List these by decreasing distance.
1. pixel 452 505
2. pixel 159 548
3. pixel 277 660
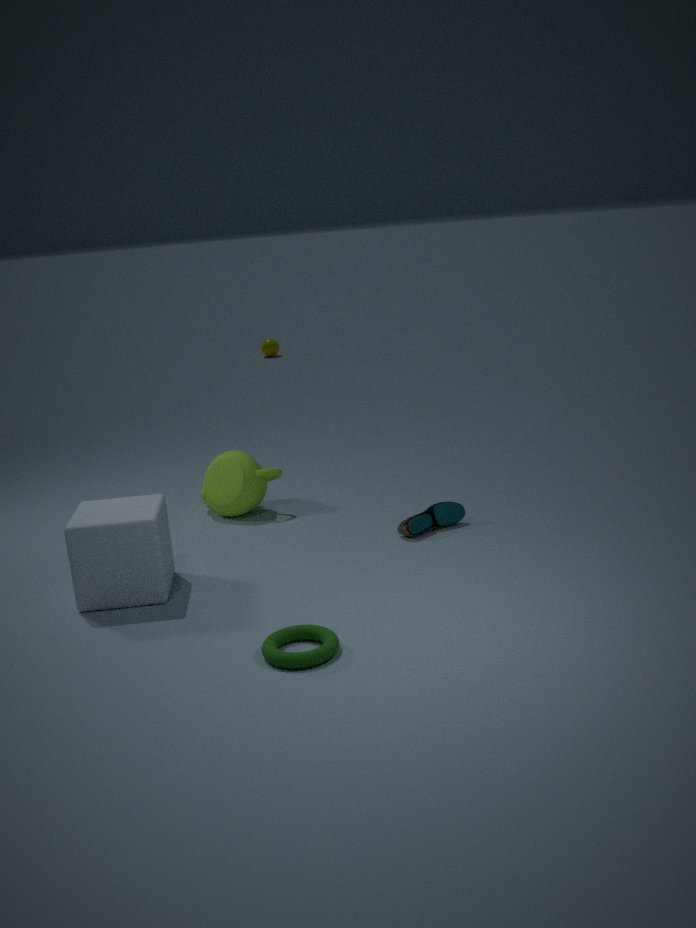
pixel 452 505, pixel 159 548, pixel 277 660
